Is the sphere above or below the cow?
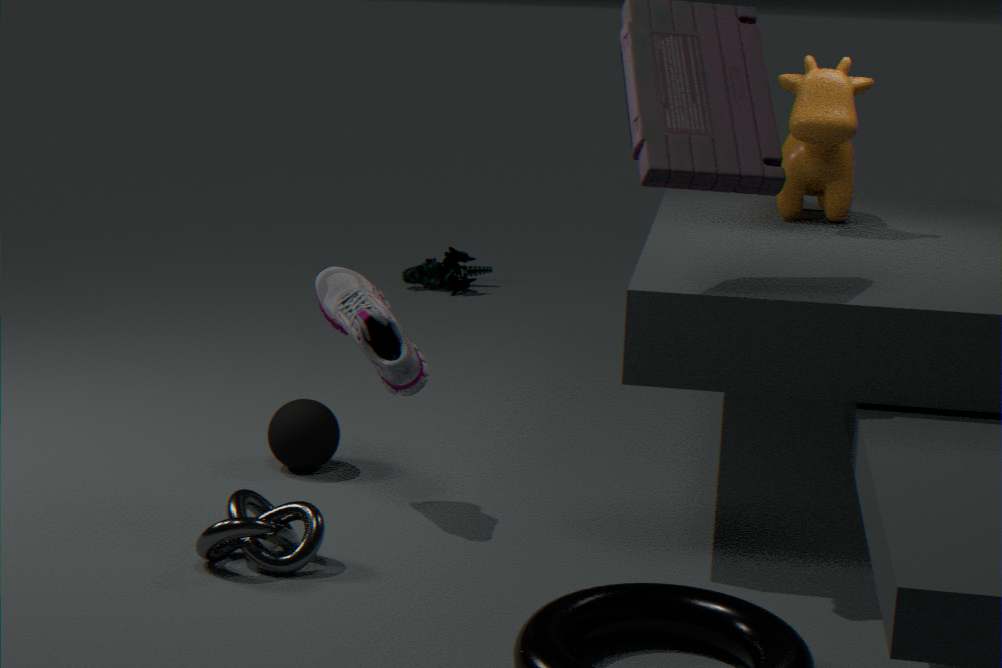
below
